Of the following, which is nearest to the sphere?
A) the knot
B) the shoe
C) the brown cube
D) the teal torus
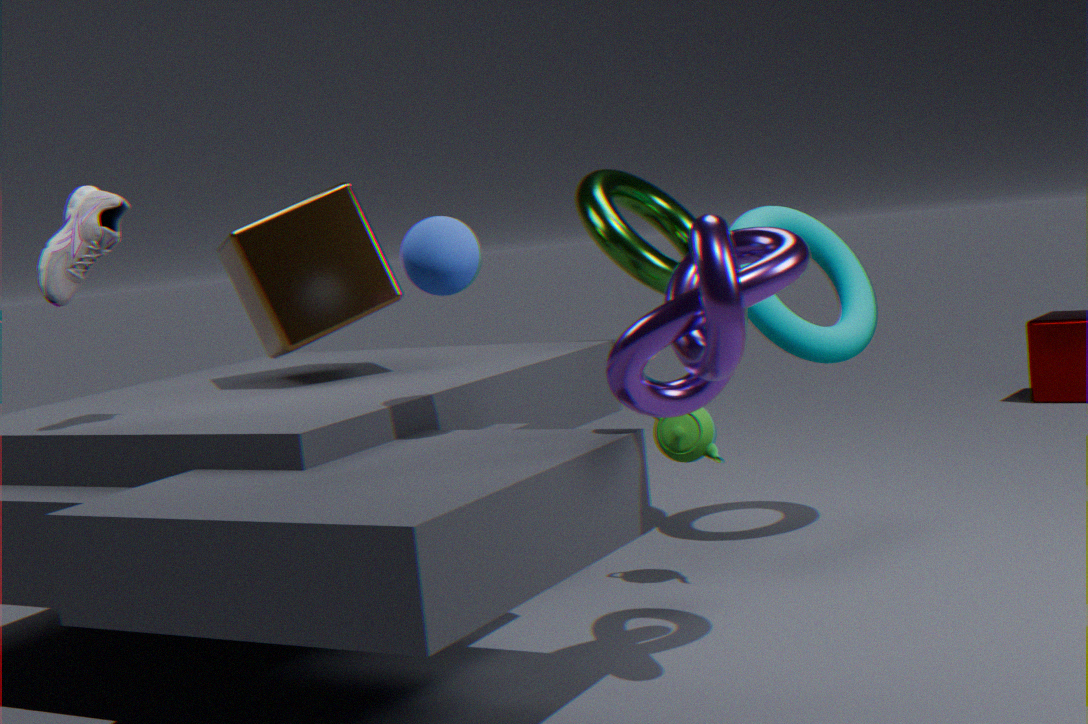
the knot
